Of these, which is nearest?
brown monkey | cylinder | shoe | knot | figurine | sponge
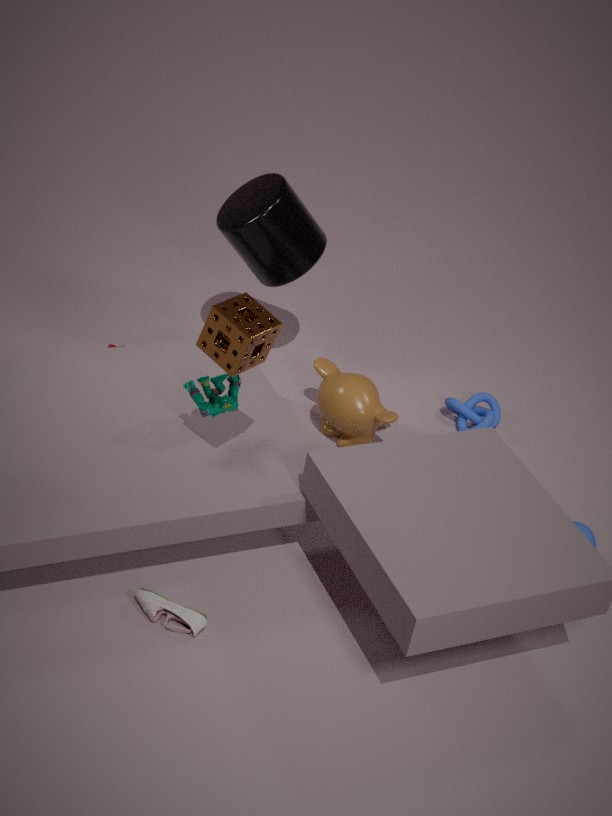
sponge
